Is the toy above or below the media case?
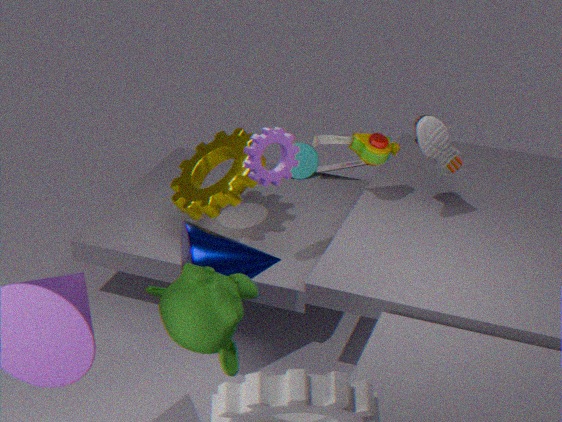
above
